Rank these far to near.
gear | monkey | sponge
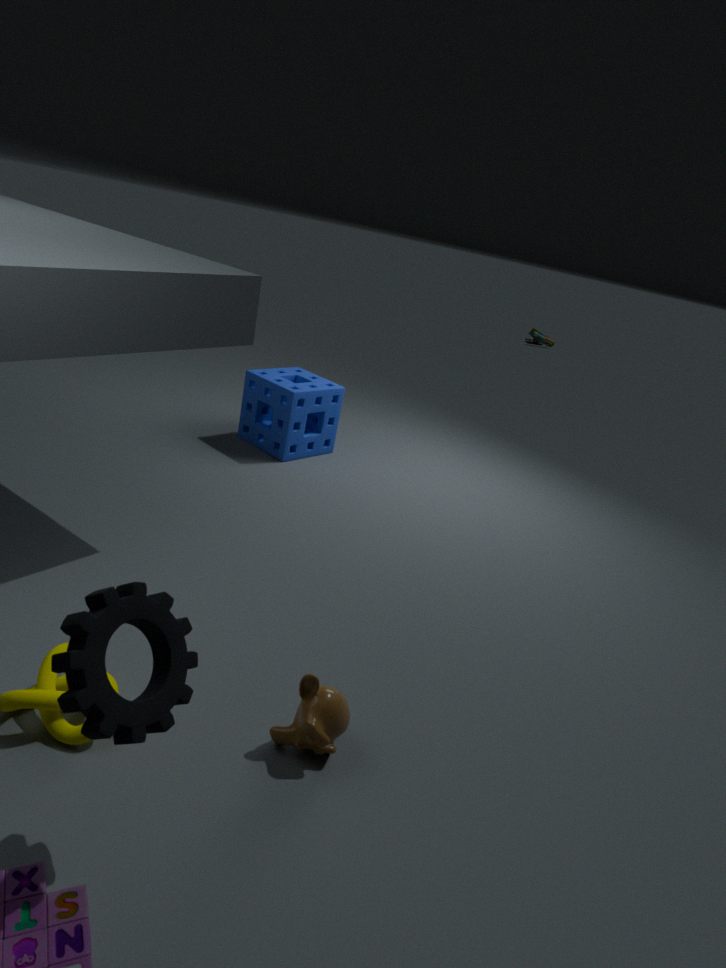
sponge, monkey, gear
